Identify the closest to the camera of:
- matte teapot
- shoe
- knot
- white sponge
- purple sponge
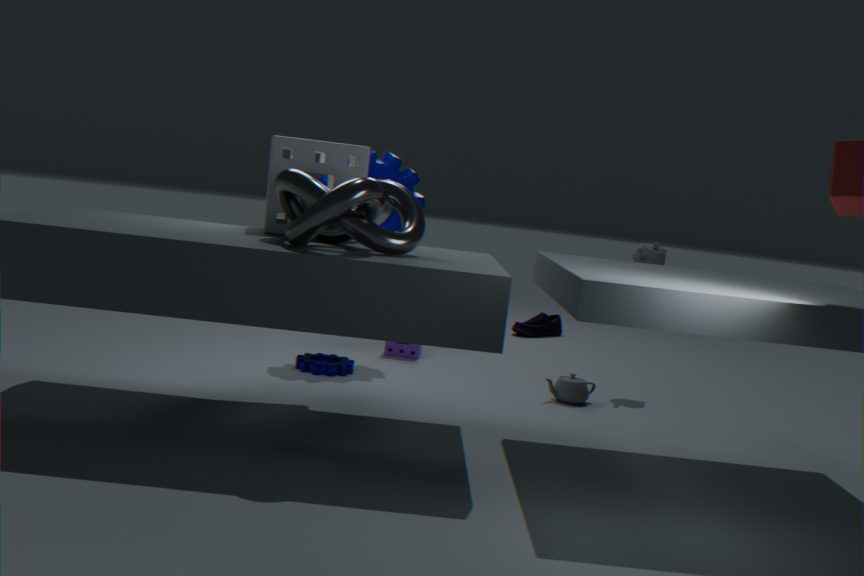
knot
